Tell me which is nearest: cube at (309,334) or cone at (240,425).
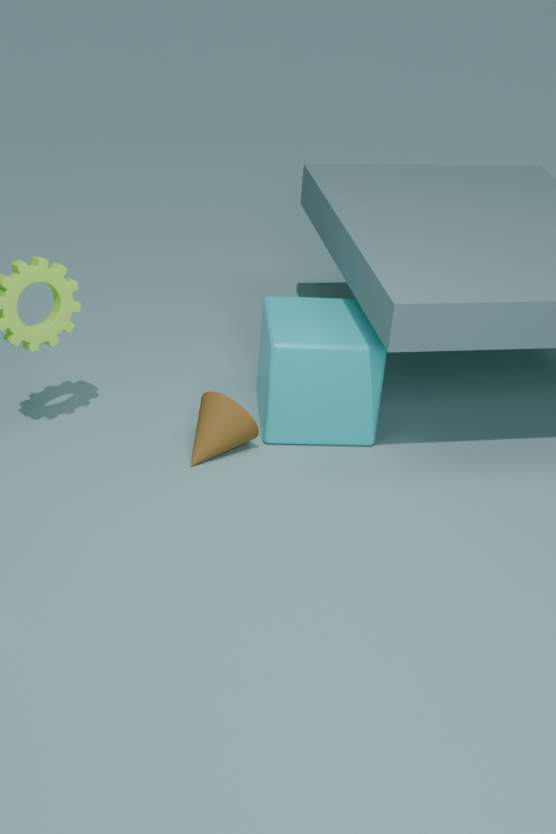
cone at (240,425)
